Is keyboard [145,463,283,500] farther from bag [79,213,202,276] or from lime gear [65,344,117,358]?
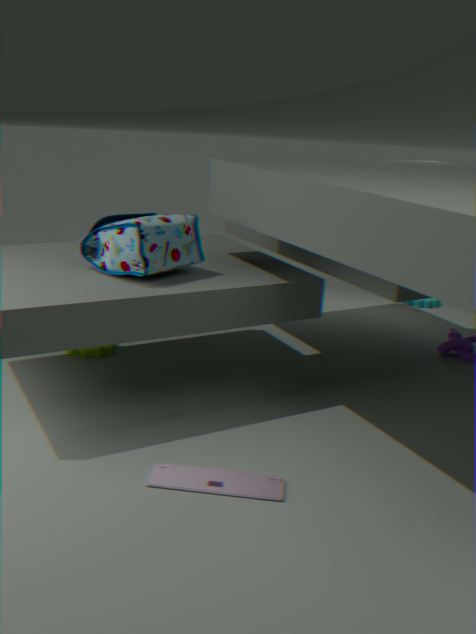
lime gear [65,344,117,358]
